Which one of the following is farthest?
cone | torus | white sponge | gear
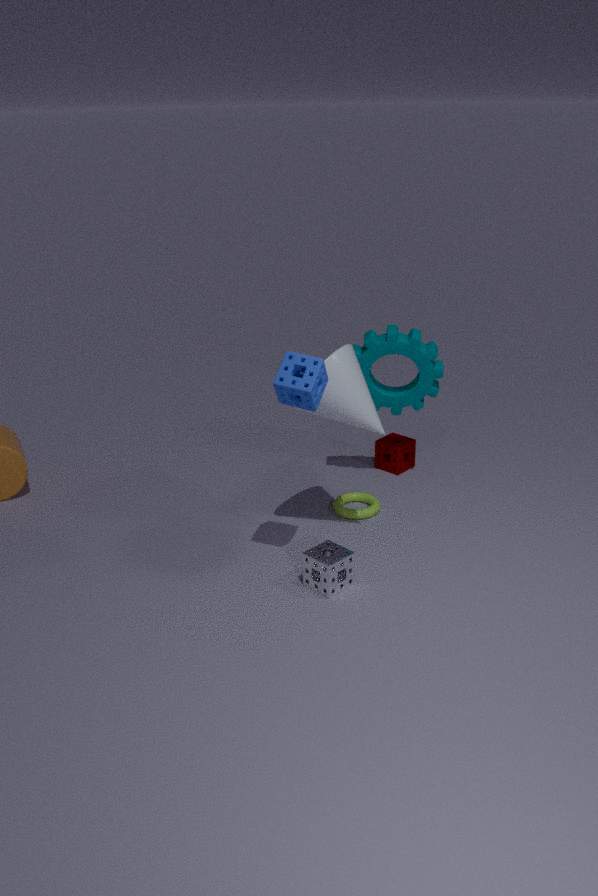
torus
